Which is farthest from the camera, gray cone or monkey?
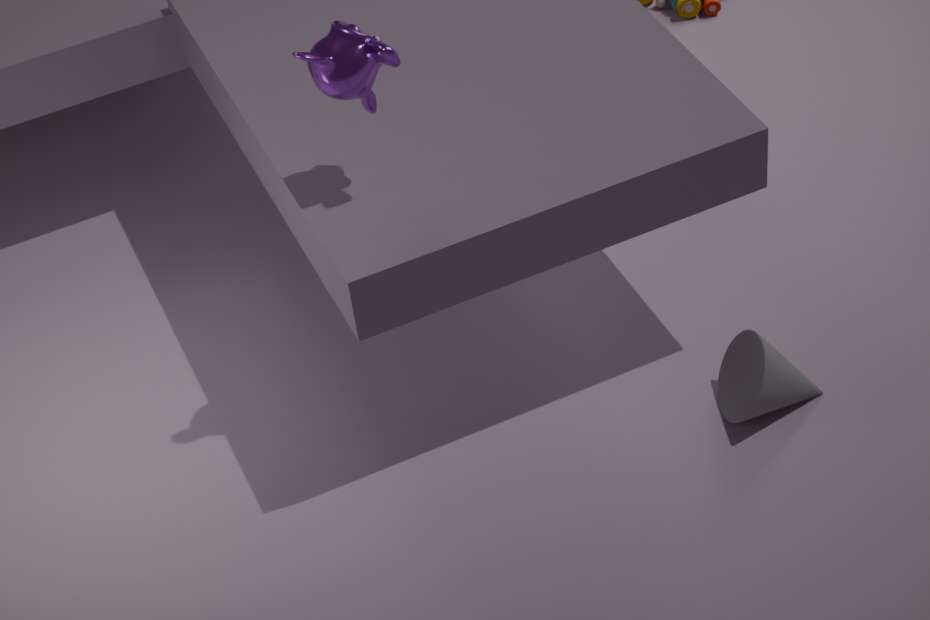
gray cone
